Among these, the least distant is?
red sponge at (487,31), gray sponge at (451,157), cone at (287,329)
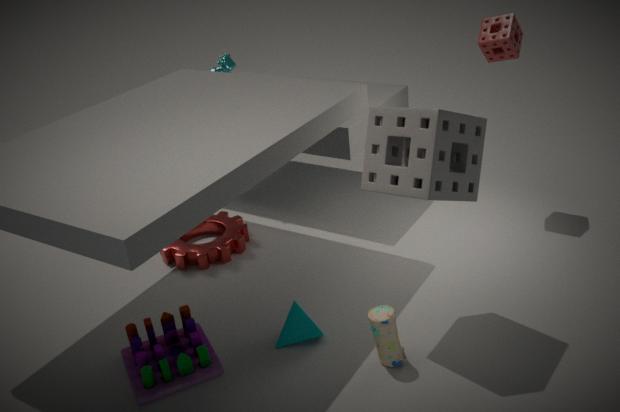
gray sponge at (451,157)
